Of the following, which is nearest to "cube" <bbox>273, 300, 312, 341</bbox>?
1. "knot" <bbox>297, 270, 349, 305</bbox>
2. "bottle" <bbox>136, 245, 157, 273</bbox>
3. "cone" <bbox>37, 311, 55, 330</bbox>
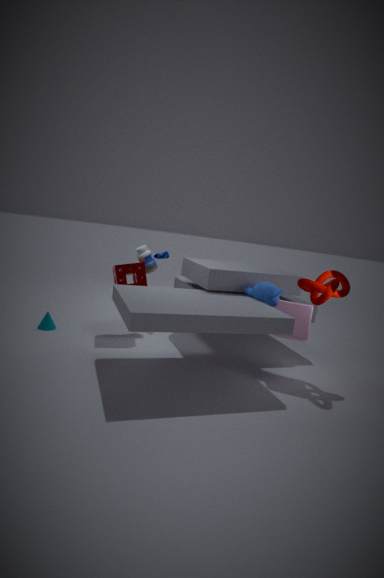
"knot" <bbox>297, 270, 349, 305</bbox>
